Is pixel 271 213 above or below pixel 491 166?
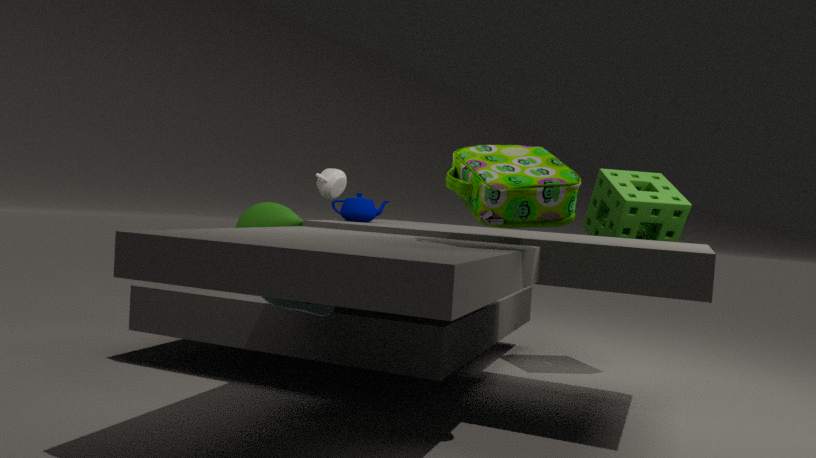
below
